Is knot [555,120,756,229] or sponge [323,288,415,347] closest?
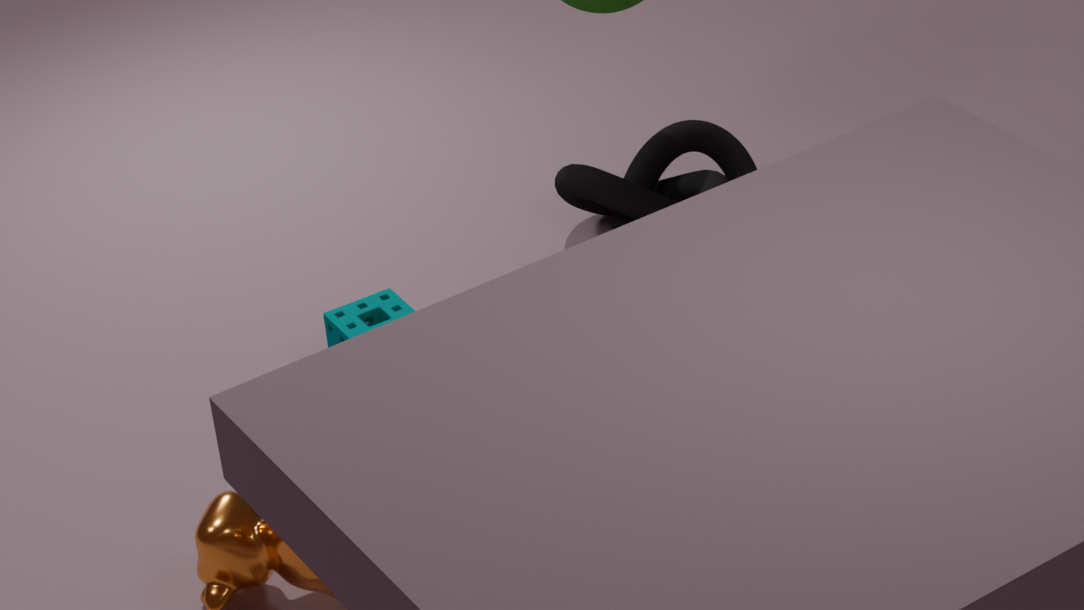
sponge [323,288,415,347]
